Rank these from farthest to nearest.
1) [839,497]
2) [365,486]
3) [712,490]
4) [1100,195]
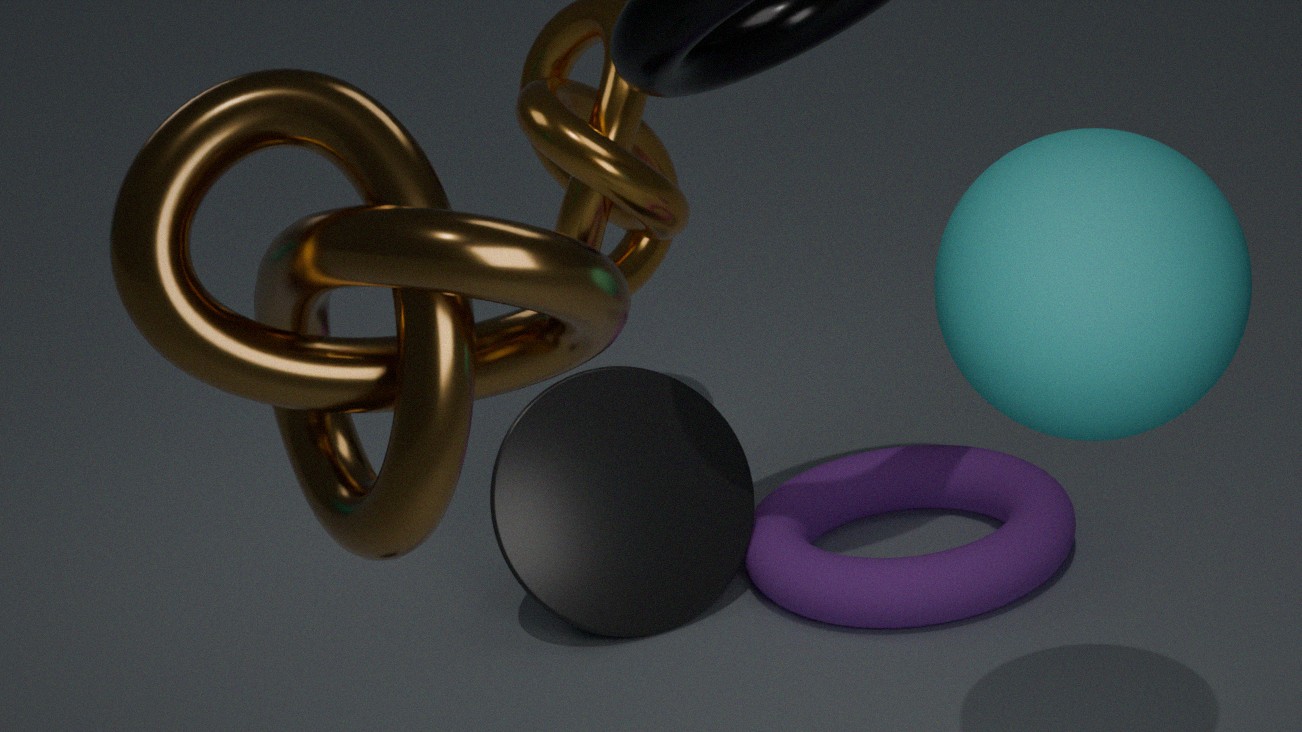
1. [839,497] < 3. [712,490] < 2. [365,486] < 4. [1100,195]
